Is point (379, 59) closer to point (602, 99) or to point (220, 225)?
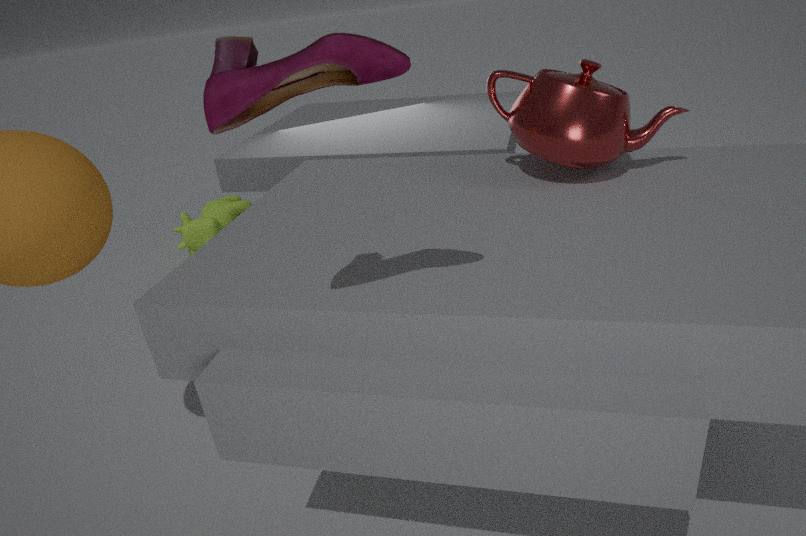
point (602, 99)
